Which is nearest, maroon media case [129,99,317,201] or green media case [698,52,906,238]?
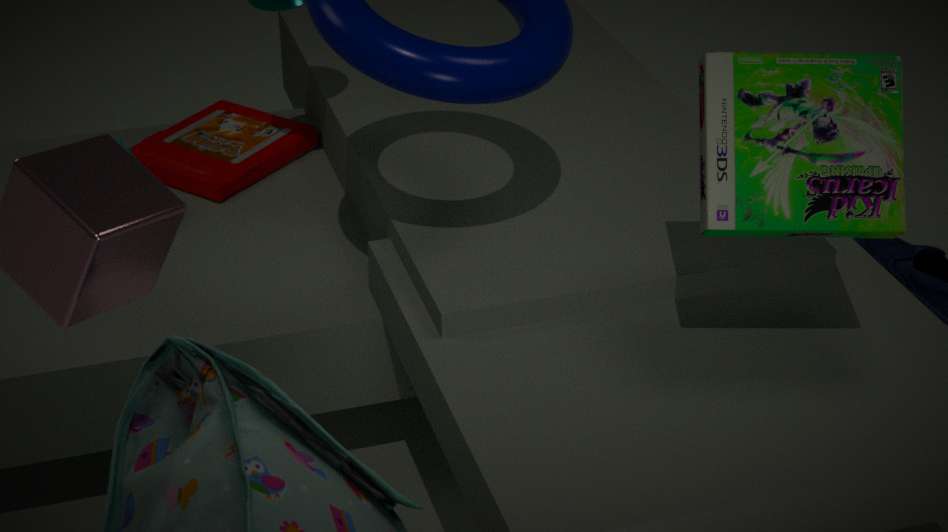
green media case [698,52,906,238]
